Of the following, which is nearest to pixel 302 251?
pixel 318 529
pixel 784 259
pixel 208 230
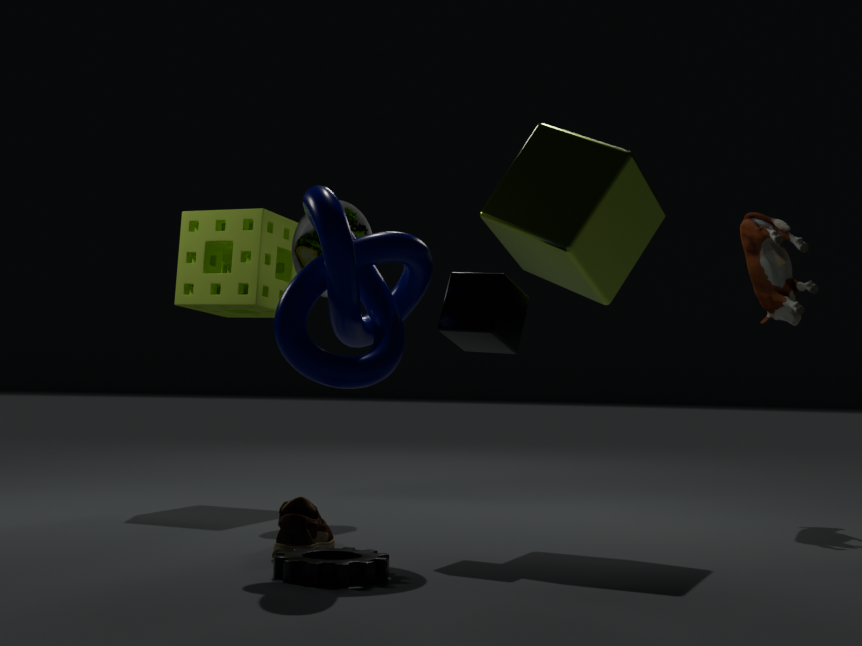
pixel 208 230
